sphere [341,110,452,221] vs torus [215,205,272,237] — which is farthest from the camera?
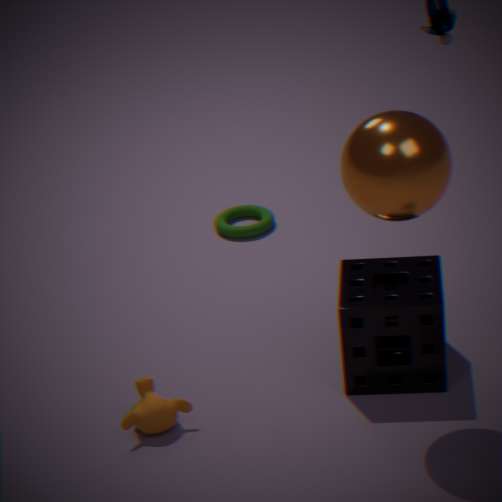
torus [215,205,272,237]
